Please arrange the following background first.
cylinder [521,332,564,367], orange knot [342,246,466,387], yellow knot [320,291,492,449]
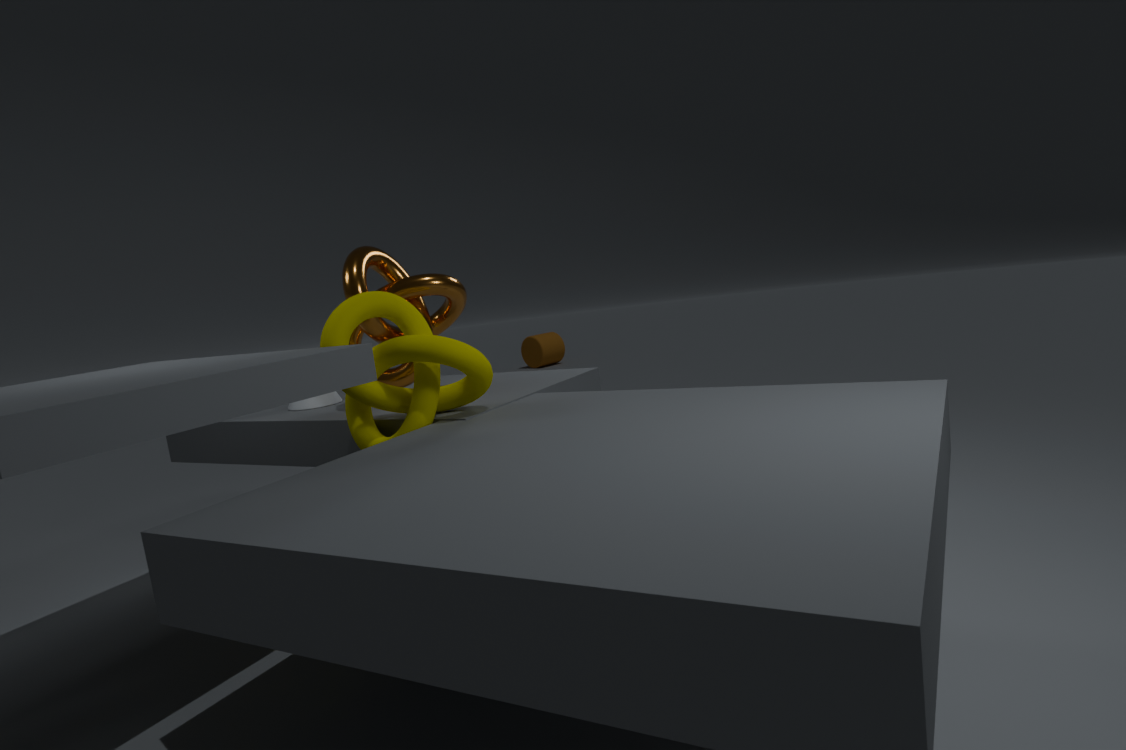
cylinder [521,332,564,367], orange knot [342,246,466,387], yellow knot [320,291,492,449]
